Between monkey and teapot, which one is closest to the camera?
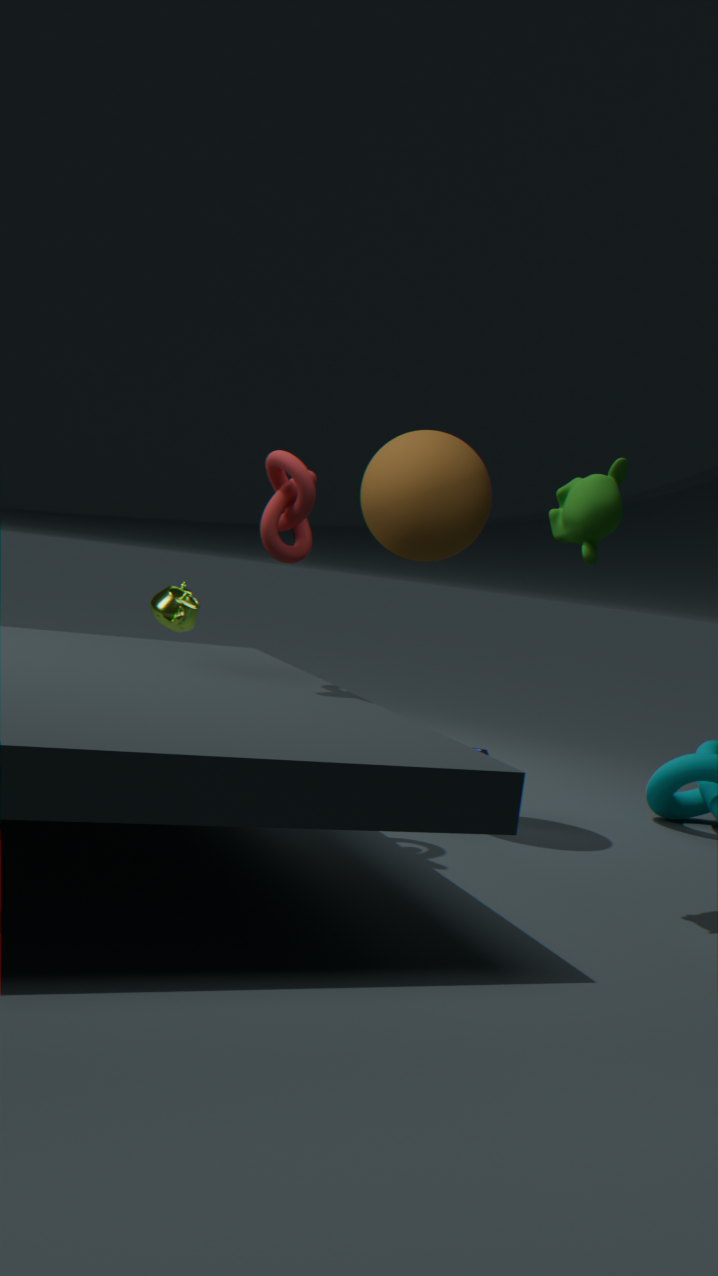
monkey
